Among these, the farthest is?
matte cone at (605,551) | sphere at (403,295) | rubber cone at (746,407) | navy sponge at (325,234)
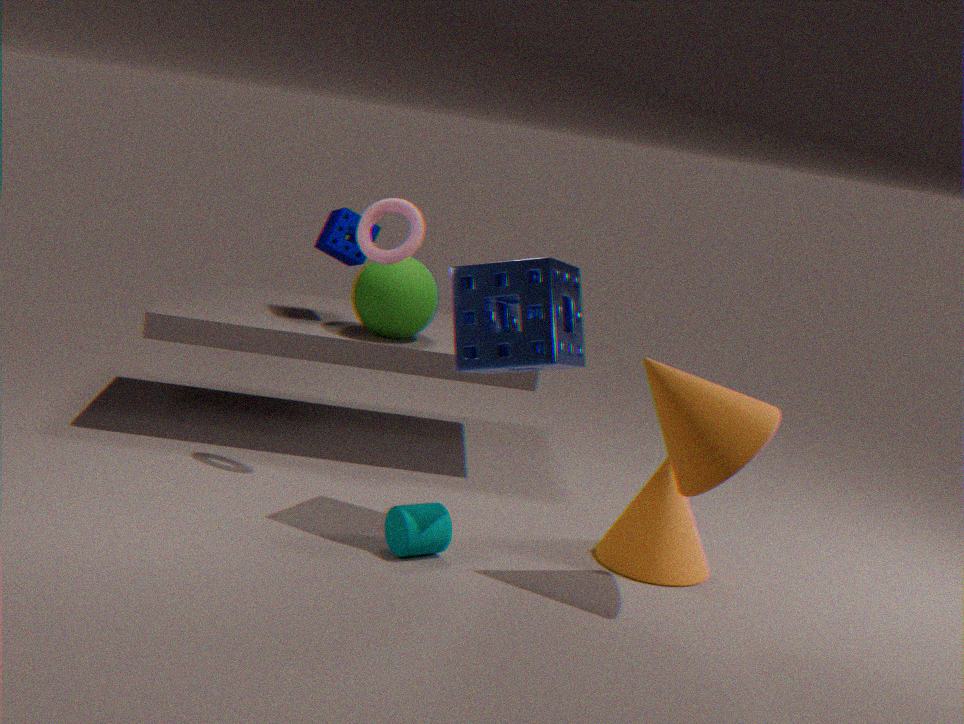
navy sponge at (325,234)
